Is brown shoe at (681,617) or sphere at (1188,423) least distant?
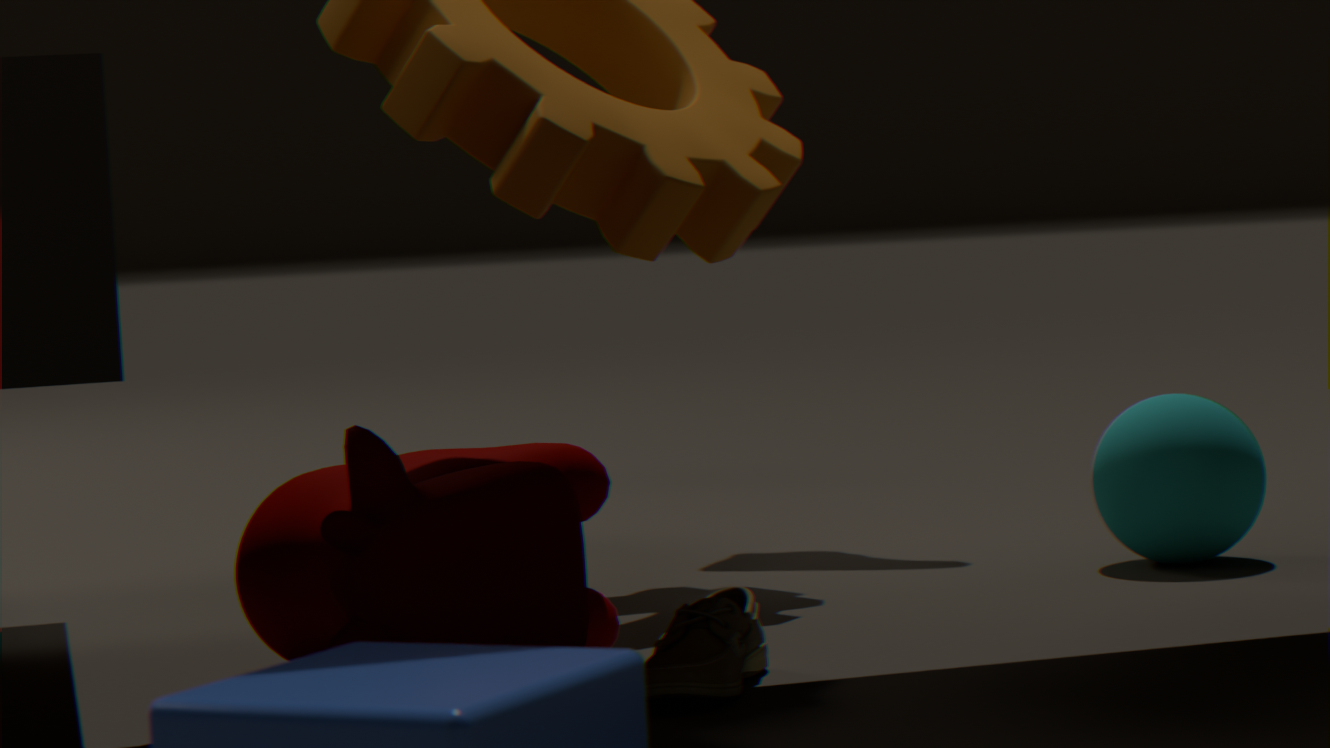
brown shoe at (681,617)
